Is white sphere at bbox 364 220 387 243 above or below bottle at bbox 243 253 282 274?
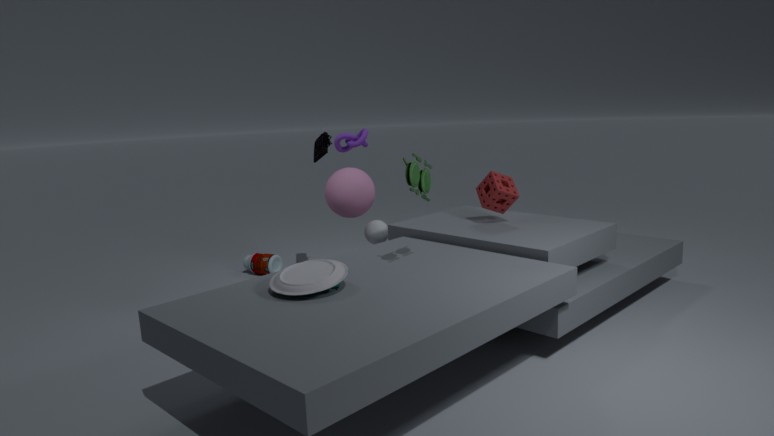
above
